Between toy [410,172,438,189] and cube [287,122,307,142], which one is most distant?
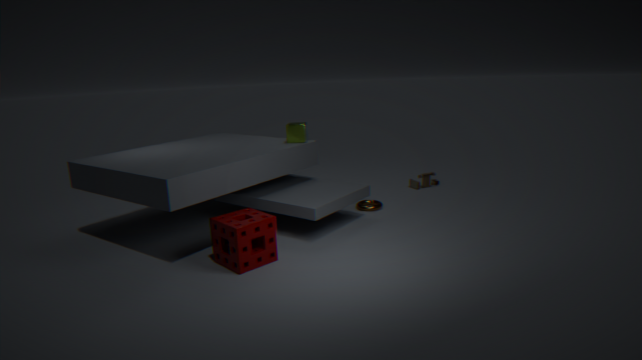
toy [410,172,438,189]
